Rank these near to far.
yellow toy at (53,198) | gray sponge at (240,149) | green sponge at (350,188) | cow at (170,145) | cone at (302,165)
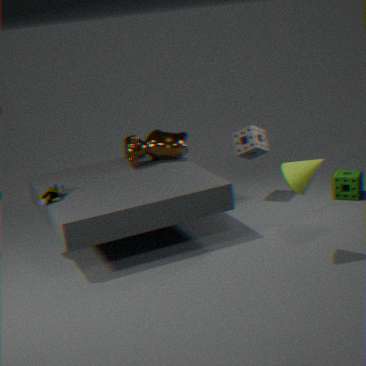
cone at (302,165)
yellow toy at (53,198)
cow at (170,145)
green sponge at (350,188)
gray sponge at (240,149)
